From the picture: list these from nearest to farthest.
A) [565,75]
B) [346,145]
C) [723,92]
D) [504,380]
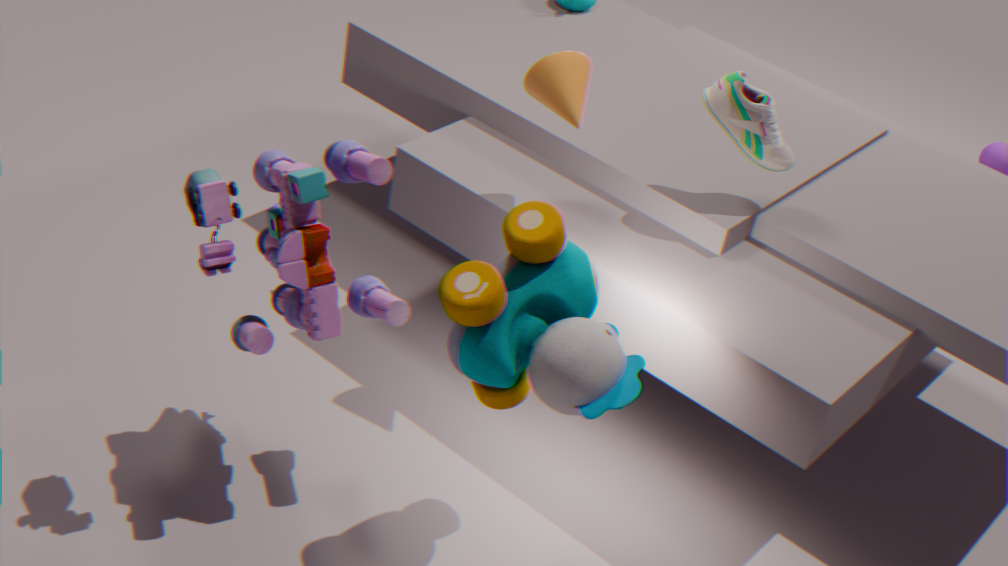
[504,380] → [346,145] → [565,75] → [723,92]
